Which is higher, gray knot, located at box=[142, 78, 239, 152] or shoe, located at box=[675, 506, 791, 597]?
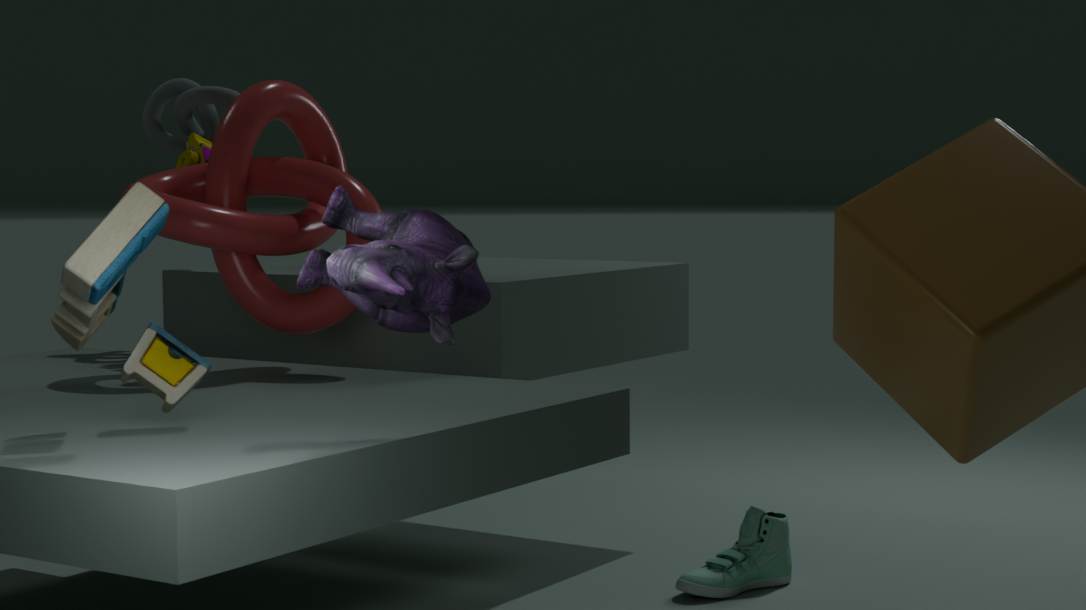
gray knot, located at box=[142, 78, 239, 152]
